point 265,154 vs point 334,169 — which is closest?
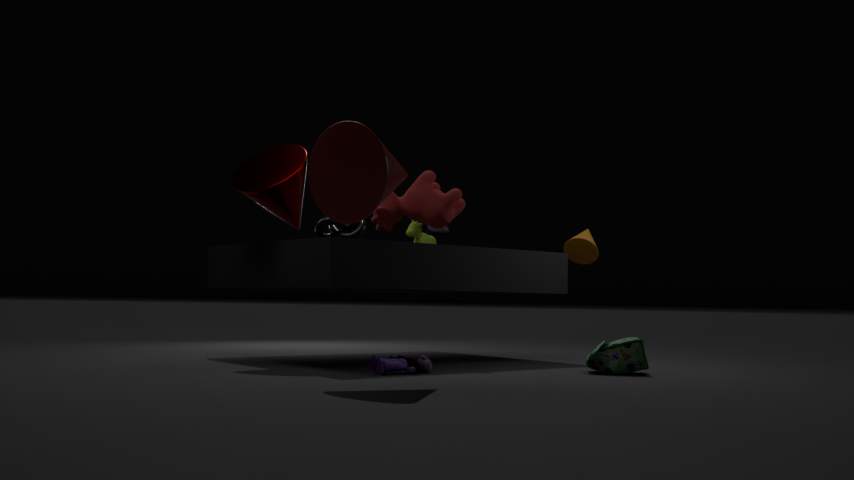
point 334,169
